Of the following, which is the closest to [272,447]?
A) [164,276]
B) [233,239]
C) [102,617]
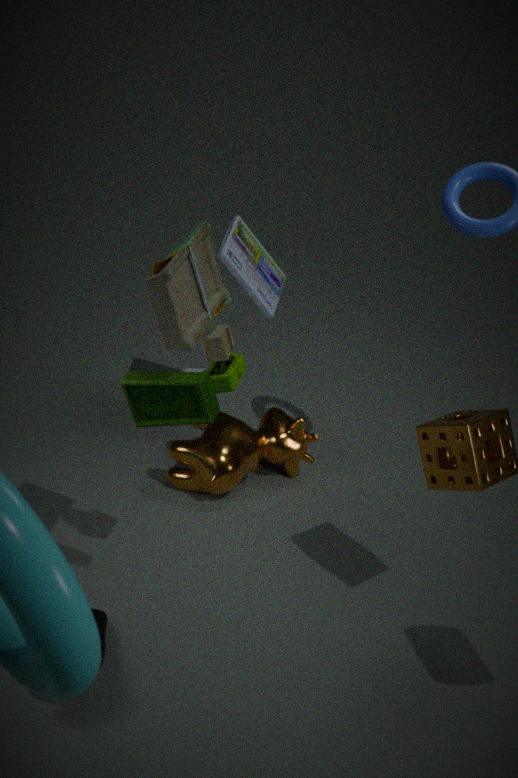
[233,239]
